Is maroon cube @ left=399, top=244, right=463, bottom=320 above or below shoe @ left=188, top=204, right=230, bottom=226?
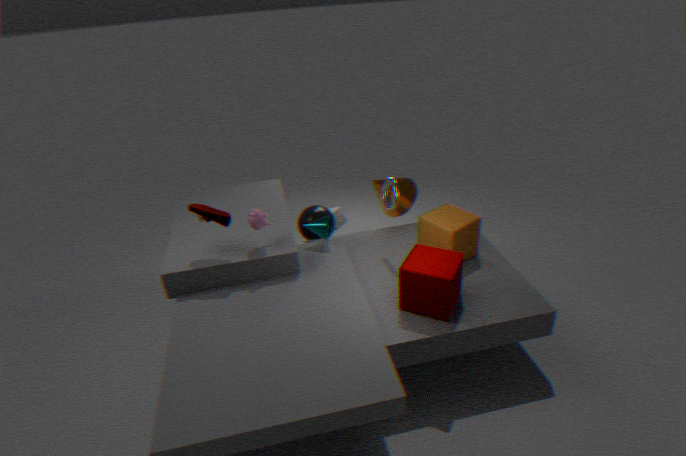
below
